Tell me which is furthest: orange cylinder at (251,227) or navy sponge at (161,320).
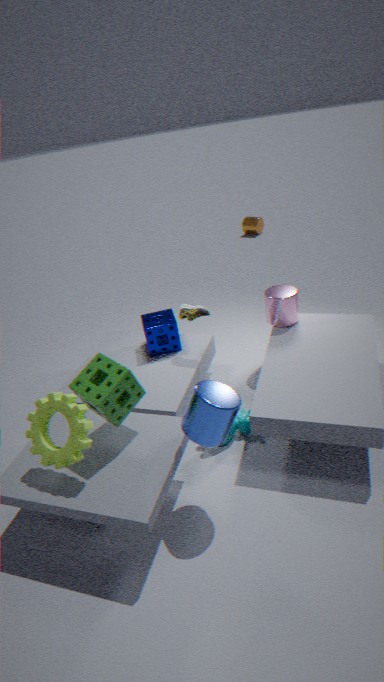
orange cylinder at (251,227)
